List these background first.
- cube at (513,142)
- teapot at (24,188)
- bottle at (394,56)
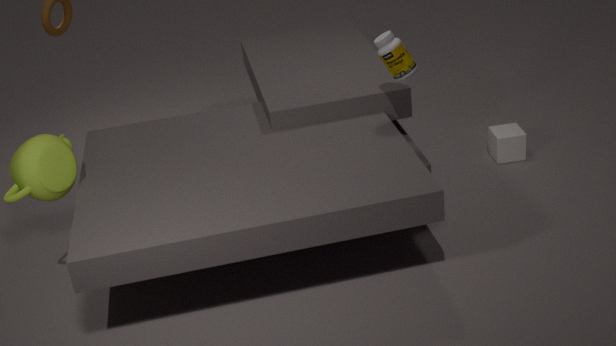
cube at (513,142) → bottle at (394,56) → teapot at (24,188)
